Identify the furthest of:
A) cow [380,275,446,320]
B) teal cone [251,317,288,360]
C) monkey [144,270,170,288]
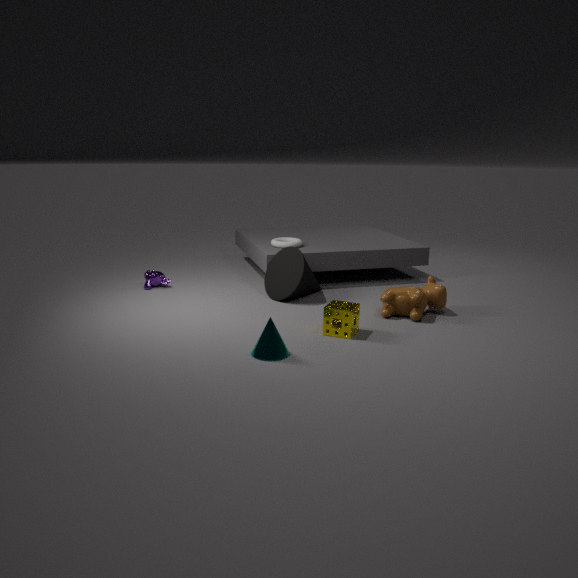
monkey [144,270,170,288]
